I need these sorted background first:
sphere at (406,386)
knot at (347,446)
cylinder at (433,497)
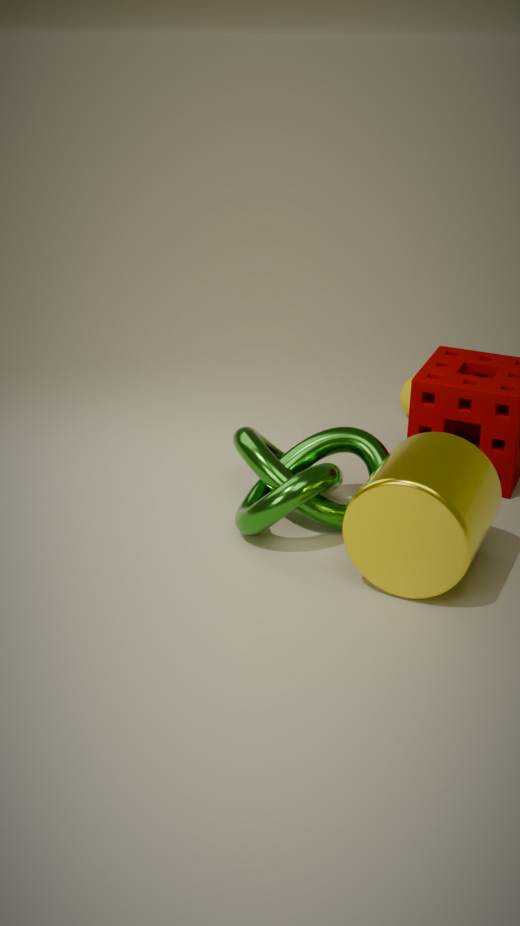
sphere at (406,386)
knot at (347,446)
cylinder at (433,497)
